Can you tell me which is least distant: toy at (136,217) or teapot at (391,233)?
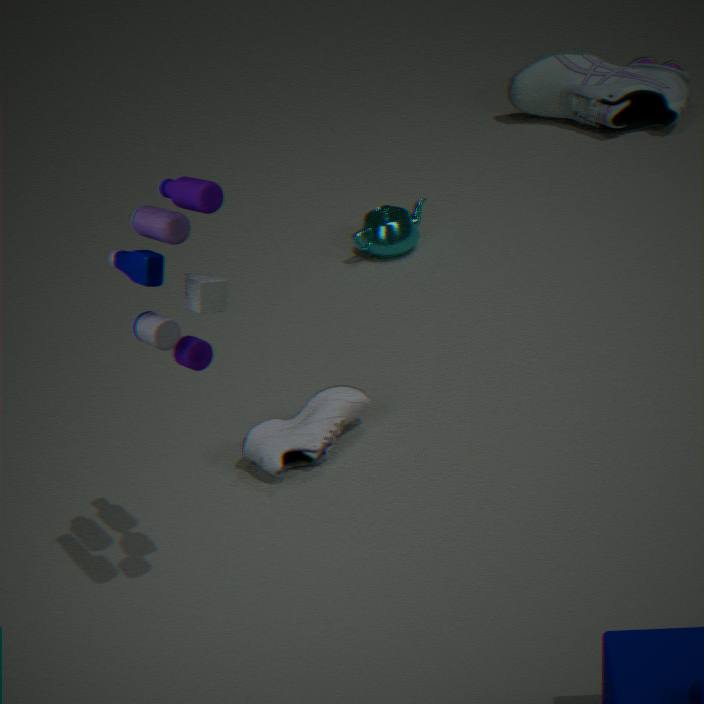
toy at (136,217)
